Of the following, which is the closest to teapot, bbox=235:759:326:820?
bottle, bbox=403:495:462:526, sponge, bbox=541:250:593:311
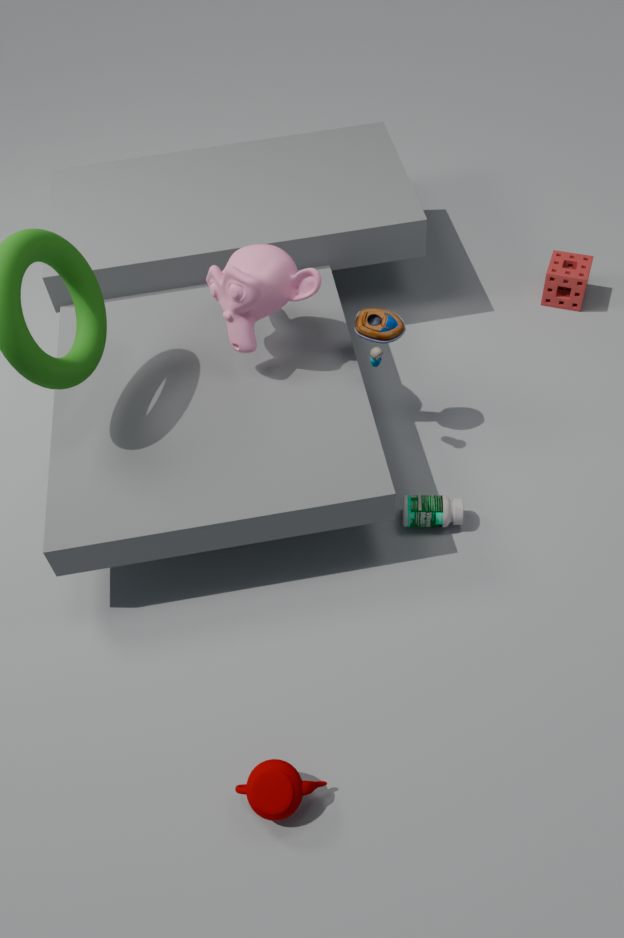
bottle, bbox=403:495:462:526
